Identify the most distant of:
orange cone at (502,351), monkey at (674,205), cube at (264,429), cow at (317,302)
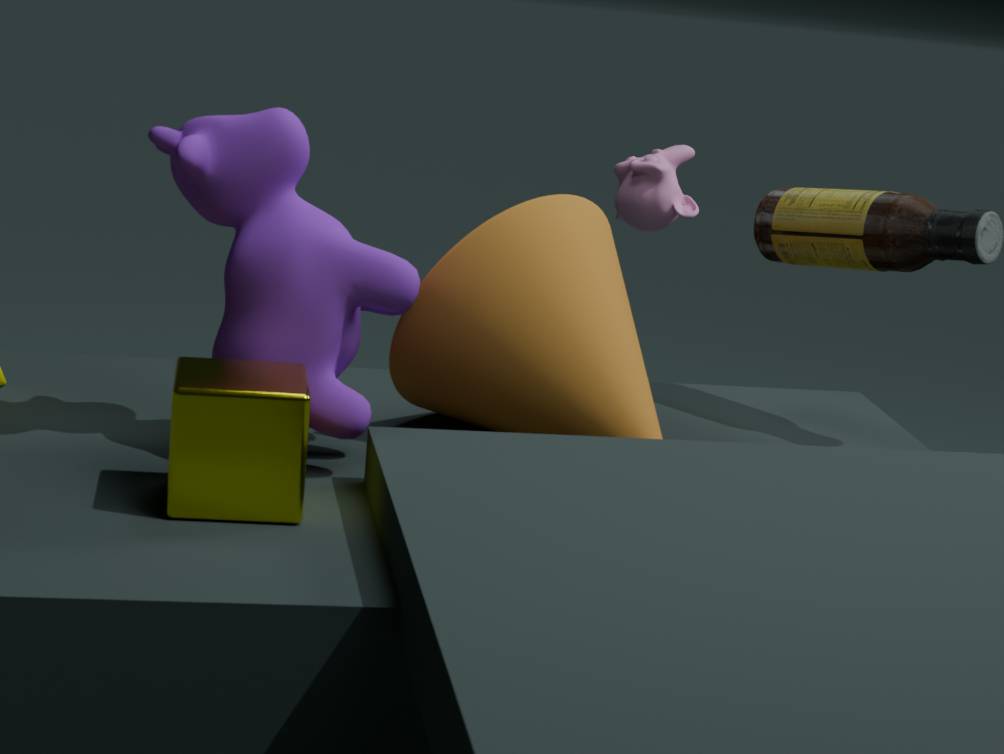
monkey at (674,205)
